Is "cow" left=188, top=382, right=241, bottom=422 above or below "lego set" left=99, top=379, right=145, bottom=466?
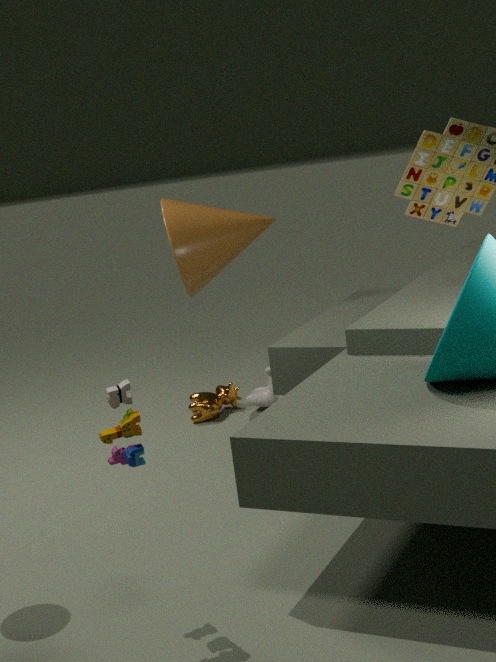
below
